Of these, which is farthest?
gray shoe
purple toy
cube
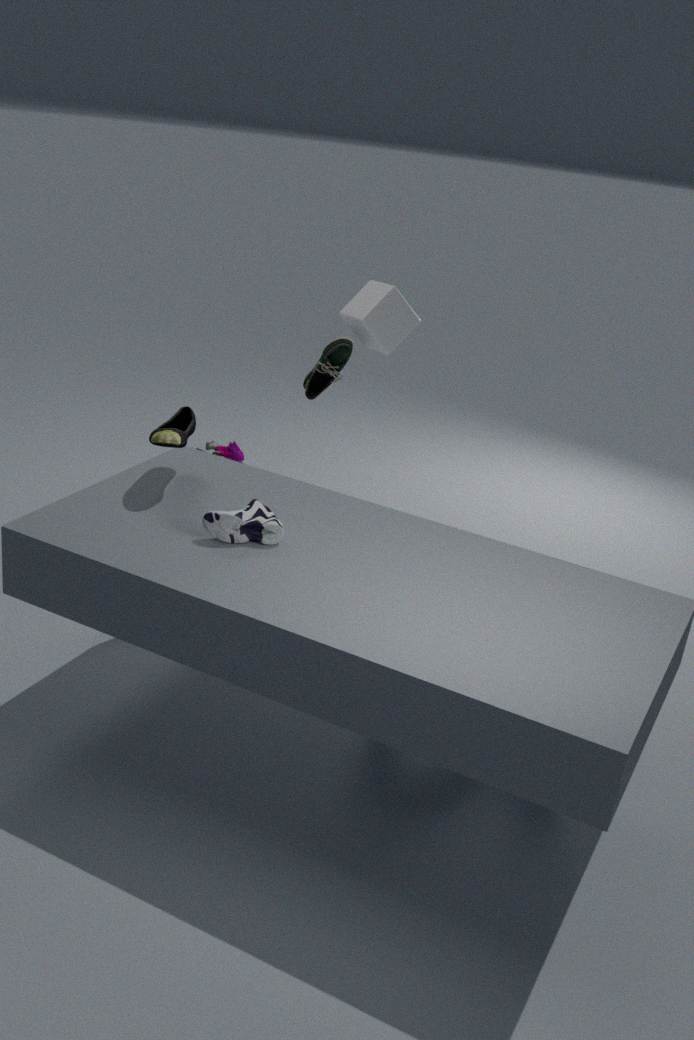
purple toy
